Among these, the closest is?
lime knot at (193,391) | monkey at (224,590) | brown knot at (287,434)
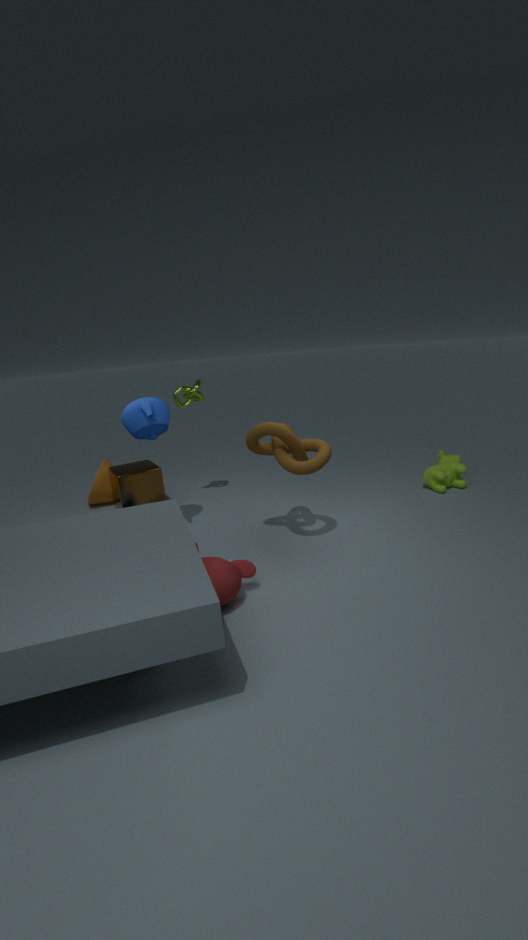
monkey at (224,590)
